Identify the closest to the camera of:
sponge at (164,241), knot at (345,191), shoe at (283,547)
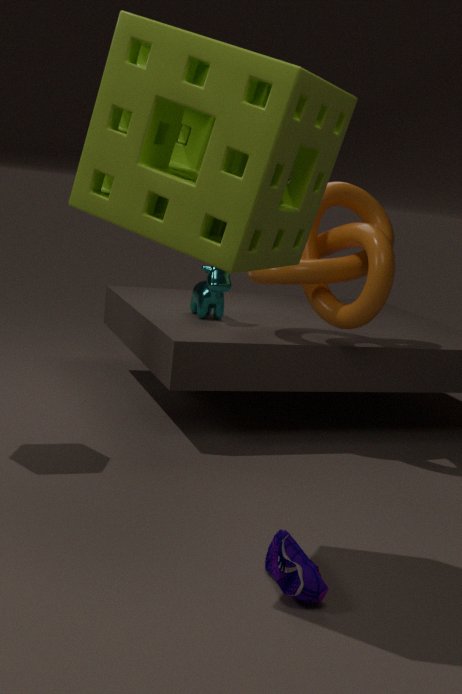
sponge at (164,241)
